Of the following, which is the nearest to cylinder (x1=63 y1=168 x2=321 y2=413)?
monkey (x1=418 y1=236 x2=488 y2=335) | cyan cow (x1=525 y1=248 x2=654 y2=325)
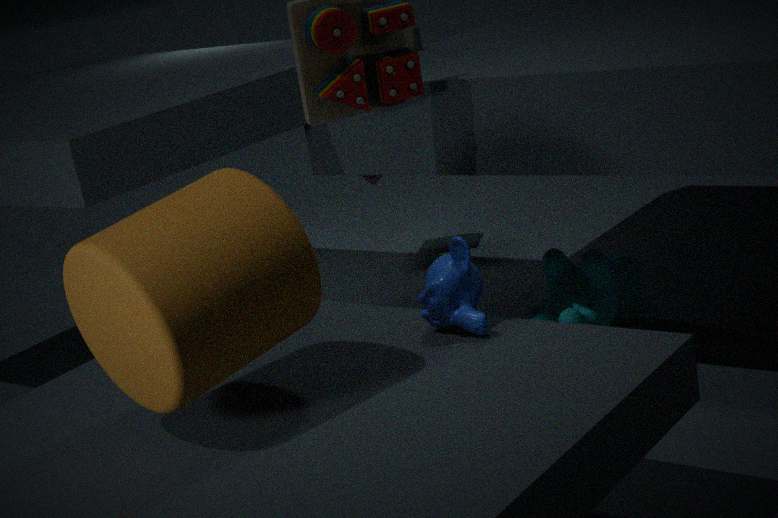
monkey (x1=418 y1=236 x2=488 y2=335)
